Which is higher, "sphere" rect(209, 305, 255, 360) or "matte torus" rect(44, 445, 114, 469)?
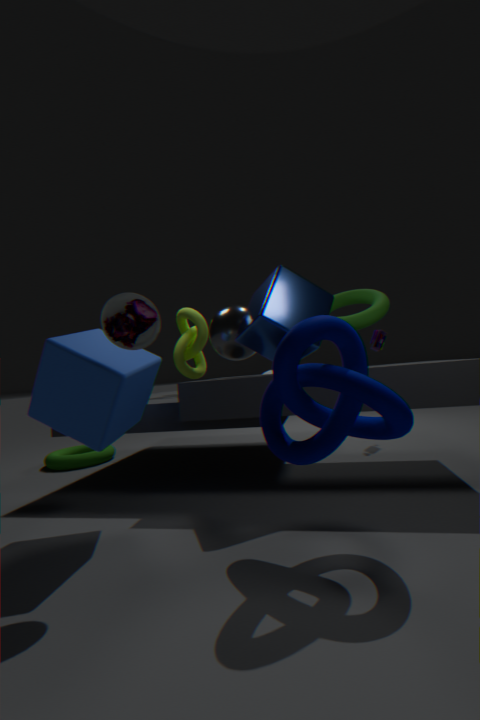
"sphere" rect(209, 305, 255, 360)
